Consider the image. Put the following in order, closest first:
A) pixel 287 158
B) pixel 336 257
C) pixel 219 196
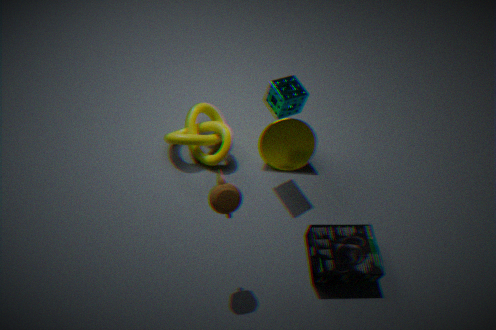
pixel 219 196, pixel 336 257, pixel 287 158
